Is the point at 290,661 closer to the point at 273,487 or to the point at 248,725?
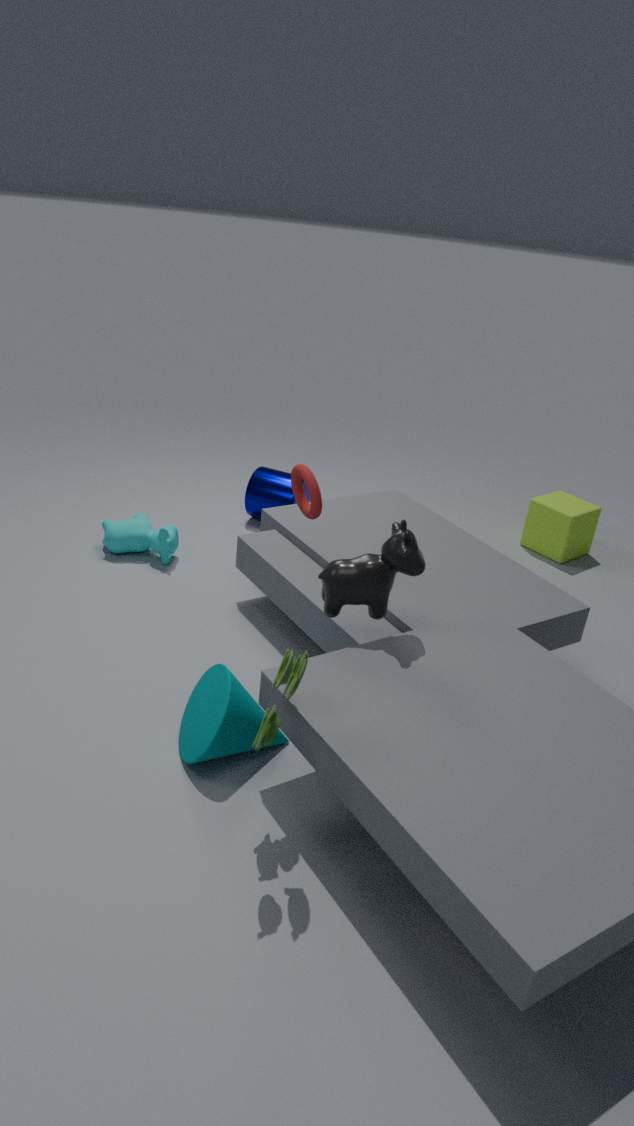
the point at 248,725
